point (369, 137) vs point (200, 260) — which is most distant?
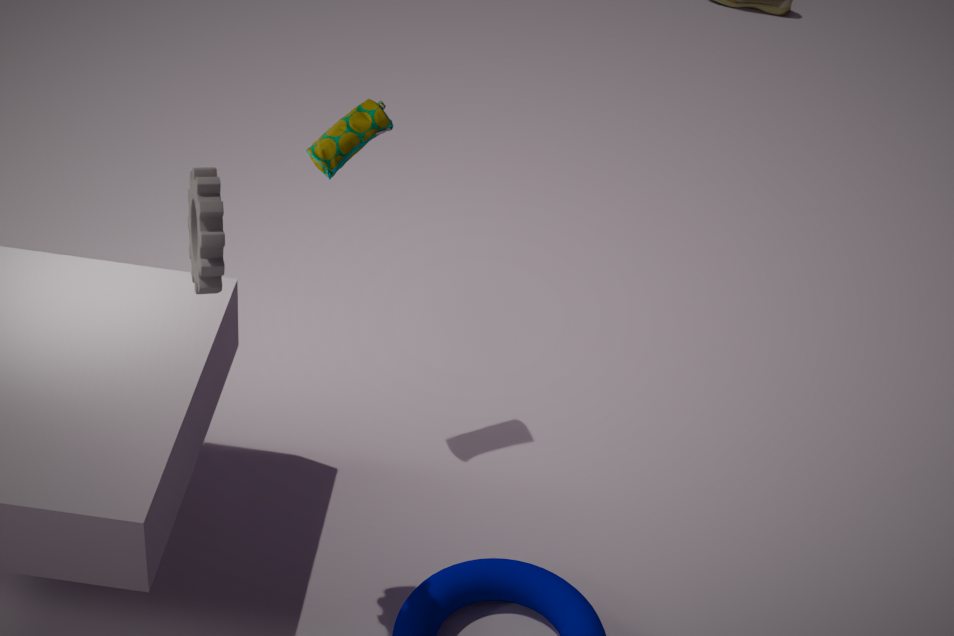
point (369, 137)
